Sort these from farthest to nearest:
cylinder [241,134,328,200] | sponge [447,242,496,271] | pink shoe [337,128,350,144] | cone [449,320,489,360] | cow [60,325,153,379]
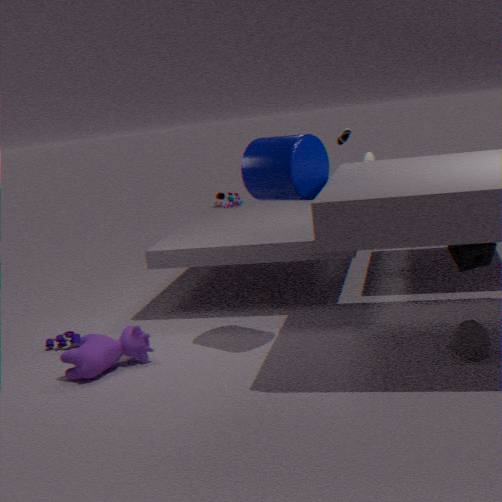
pink shoe [337,128,350,144]
cow [60,325,153,379]
sponge [447,242,496,271]
cylinder [241,134,328,200]
cone [449,320,489,360]
